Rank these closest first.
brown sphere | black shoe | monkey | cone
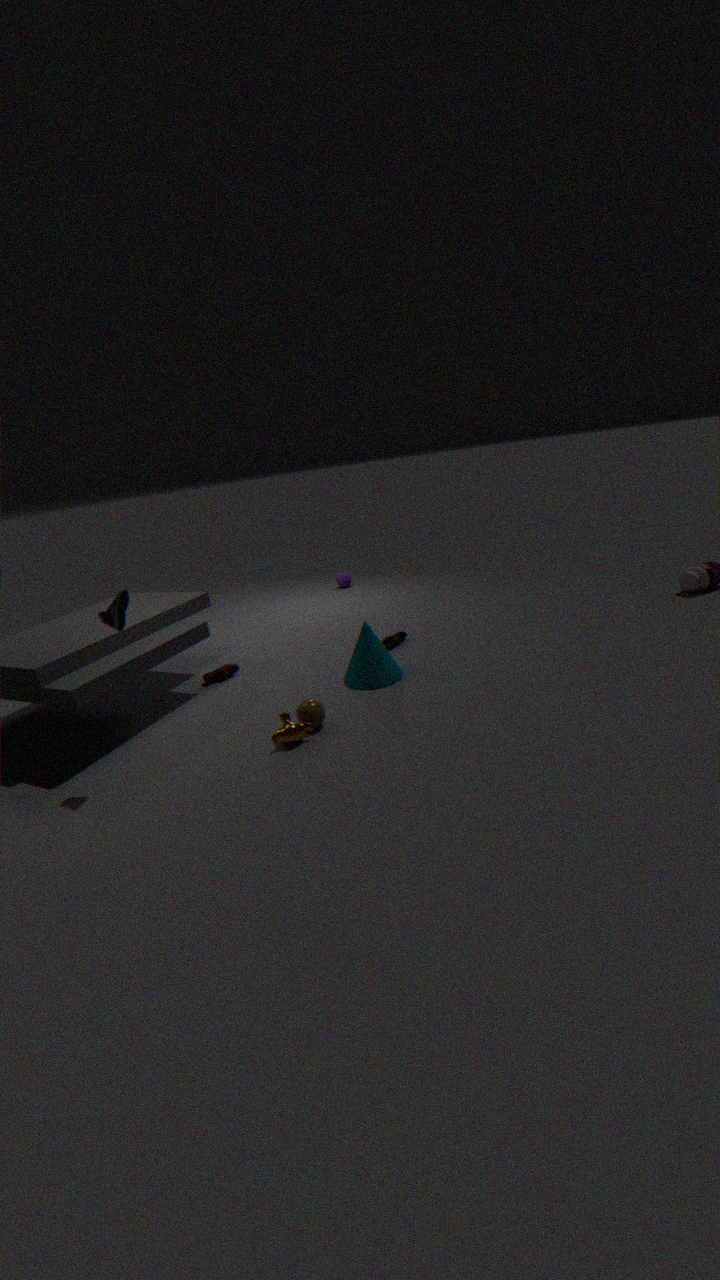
black shoe < monkey < brown sphere < cone
